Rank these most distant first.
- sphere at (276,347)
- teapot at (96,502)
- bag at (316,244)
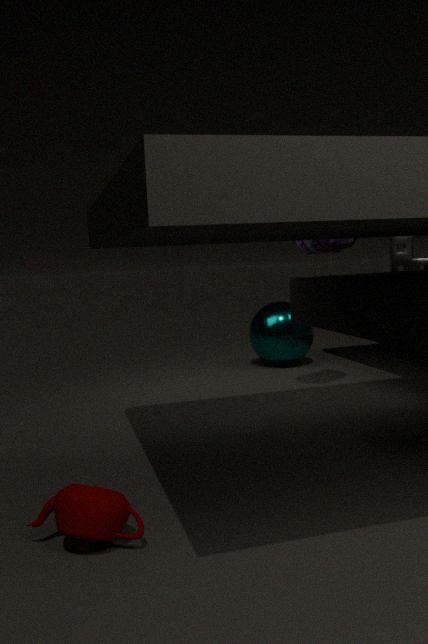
sphere at (276,347) → bag at (316,244) → teapot at (96,502)
